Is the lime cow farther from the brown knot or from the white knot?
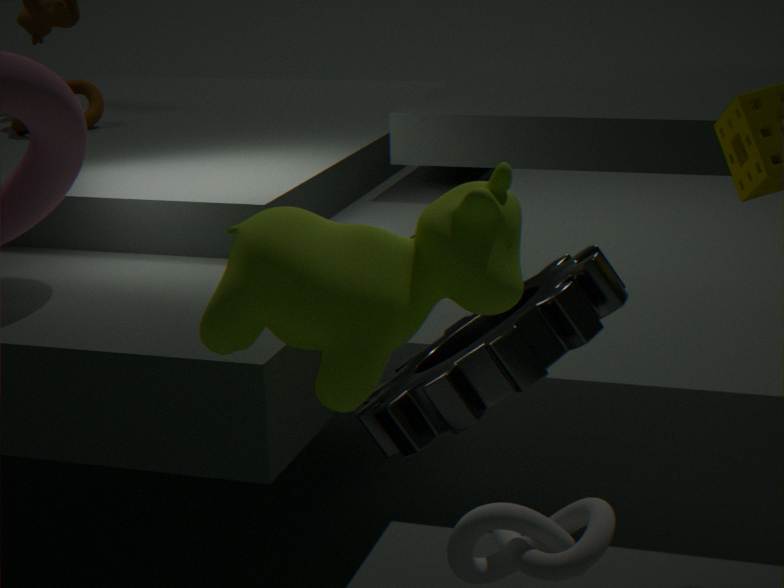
the brown knot
